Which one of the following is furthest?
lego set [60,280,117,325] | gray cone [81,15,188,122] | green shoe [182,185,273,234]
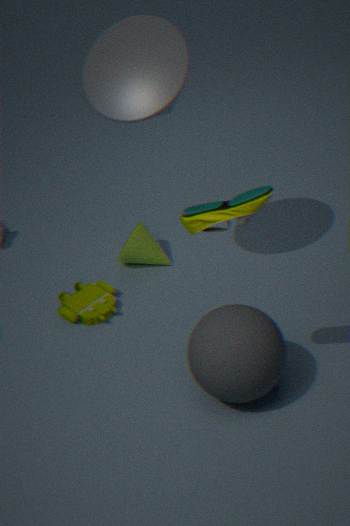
lego set [60,280,117,325]
